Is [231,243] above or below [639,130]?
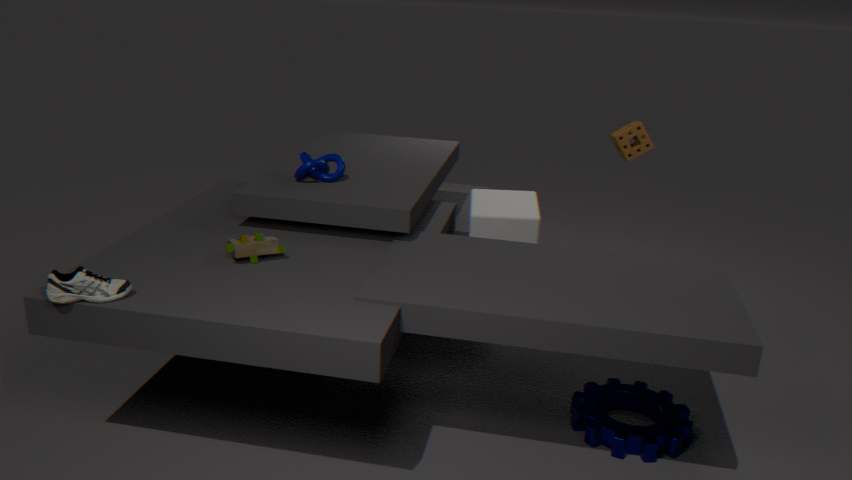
below
